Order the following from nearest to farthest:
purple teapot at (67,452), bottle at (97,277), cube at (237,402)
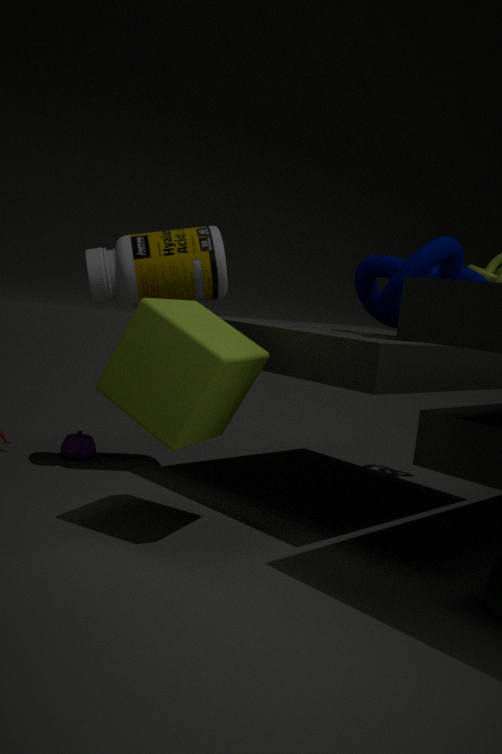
cube at (237,402)
bottle at (97,277)
purple teapot at (67,452)
